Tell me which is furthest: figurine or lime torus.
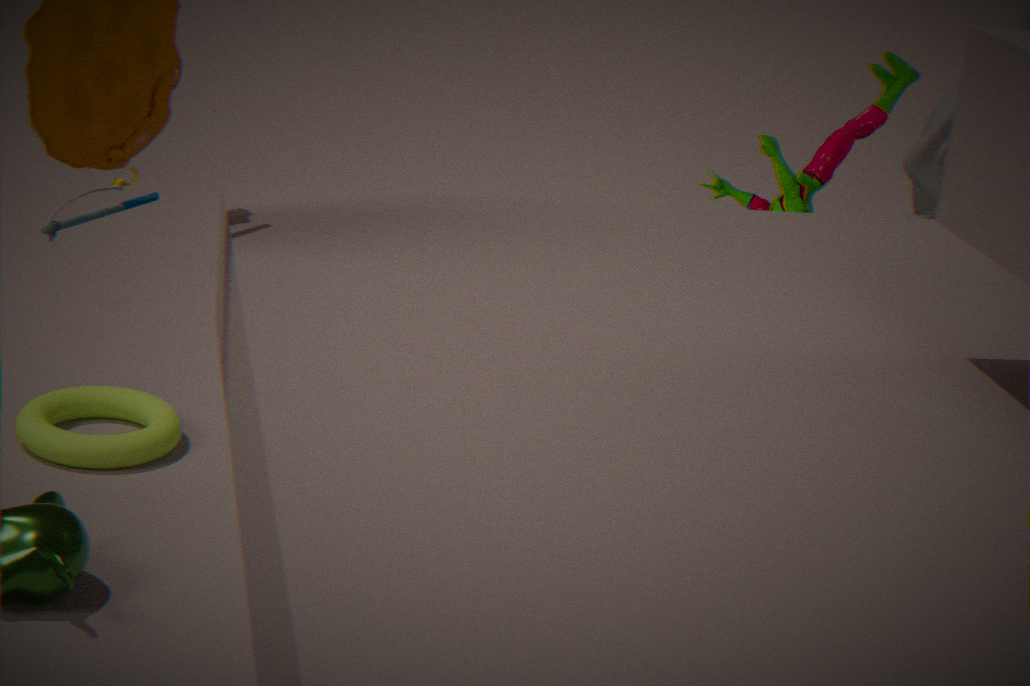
lime torus
